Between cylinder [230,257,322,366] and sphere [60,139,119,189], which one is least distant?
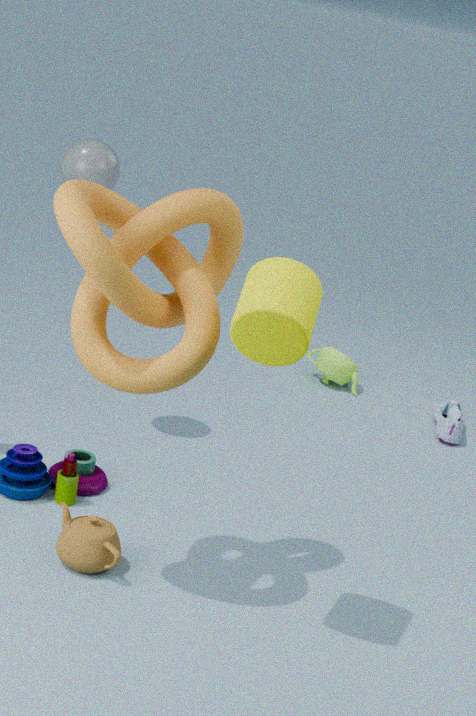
cylinder [230,257,322,366]
